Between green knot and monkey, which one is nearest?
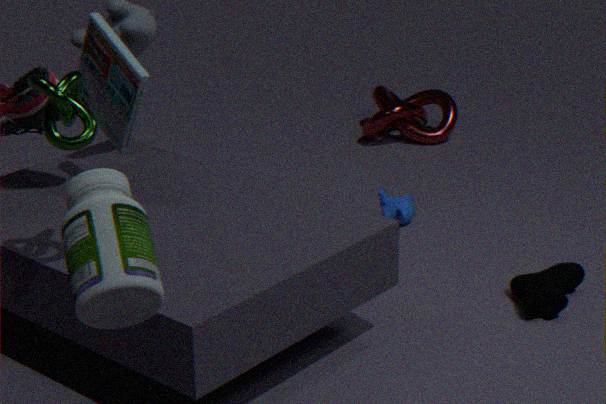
green knot
